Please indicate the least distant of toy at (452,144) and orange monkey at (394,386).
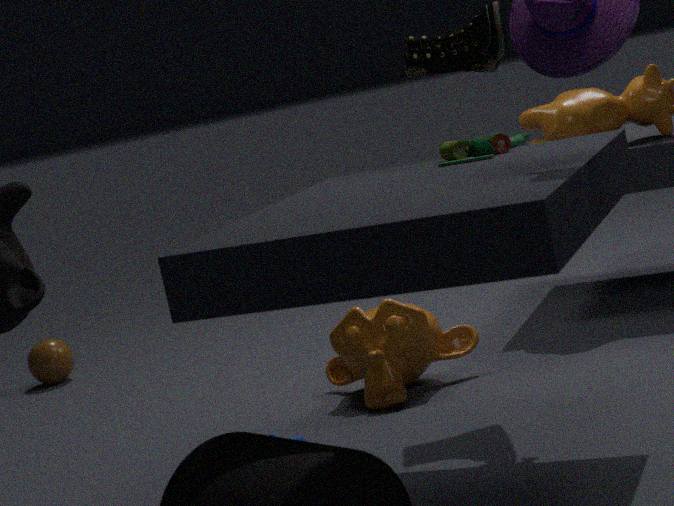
toy at (452,144)
